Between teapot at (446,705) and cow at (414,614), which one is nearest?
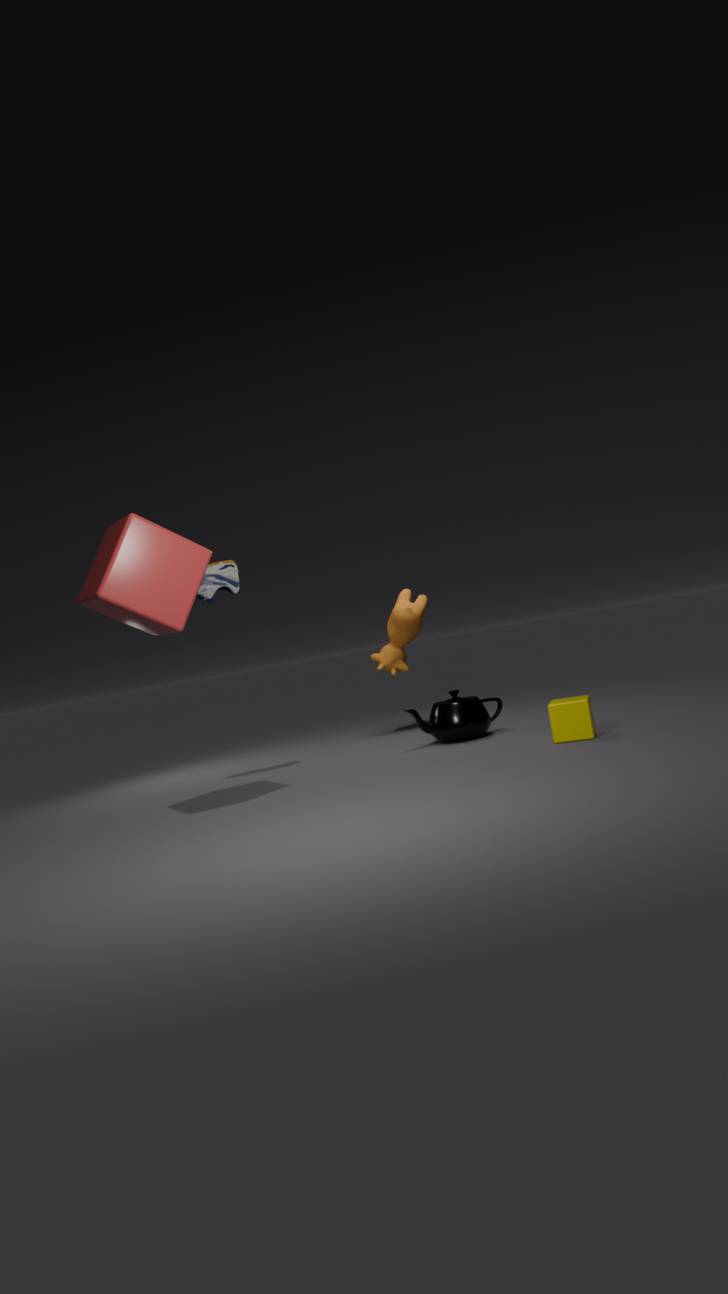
teapot at (446,705)
